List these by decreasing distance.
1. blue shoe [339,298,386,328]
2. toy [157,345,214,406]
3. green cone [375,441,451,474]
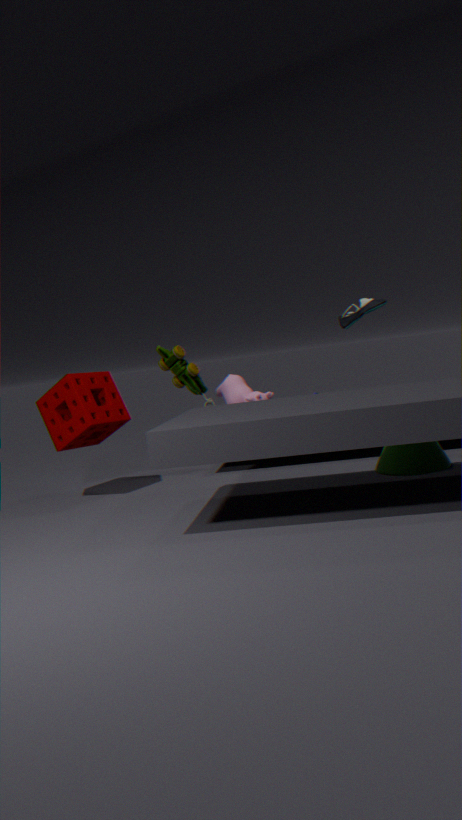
toy [157,345,214,406]
blue shoe [339,298,386,328]
green cone [375,441,451,474]
